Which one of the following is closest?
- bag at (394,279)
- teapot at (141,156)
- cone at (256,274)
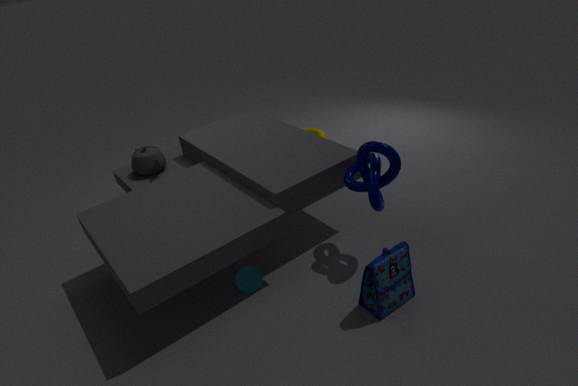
bag at (394,279)
